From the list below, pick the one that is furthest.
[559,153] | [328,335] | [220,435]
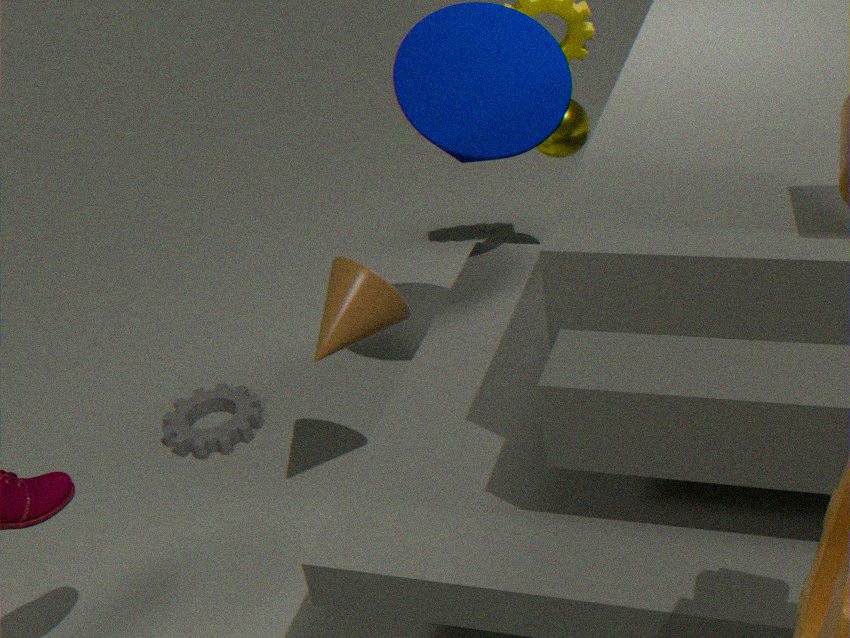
[559,153]
